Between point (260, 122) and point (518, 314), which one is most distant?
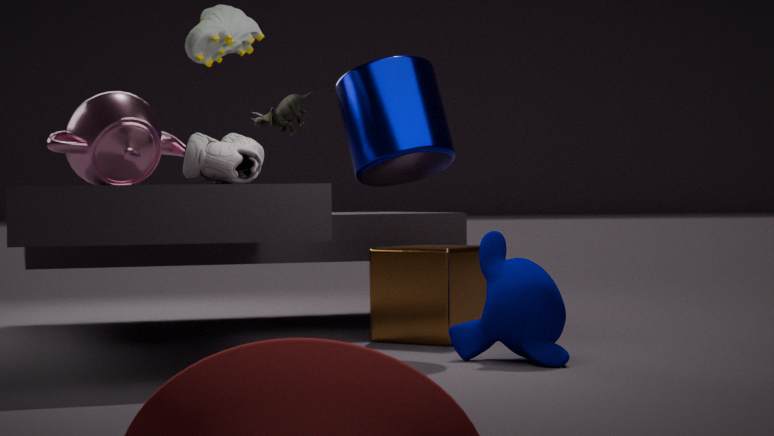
point (260, 122)
